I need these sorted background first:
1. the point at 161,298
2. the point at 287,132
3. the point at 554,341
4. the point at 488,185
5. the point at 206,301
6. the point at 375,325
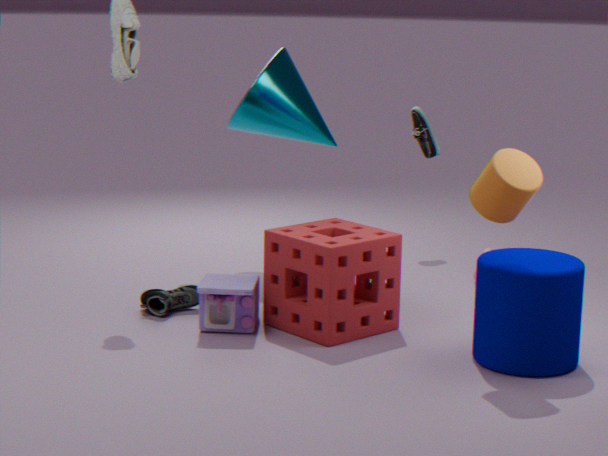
the point at 287,132, the point at 161,298, the point at 375,325, the point at 206,301, the point at 554,341, the point at 488,185
